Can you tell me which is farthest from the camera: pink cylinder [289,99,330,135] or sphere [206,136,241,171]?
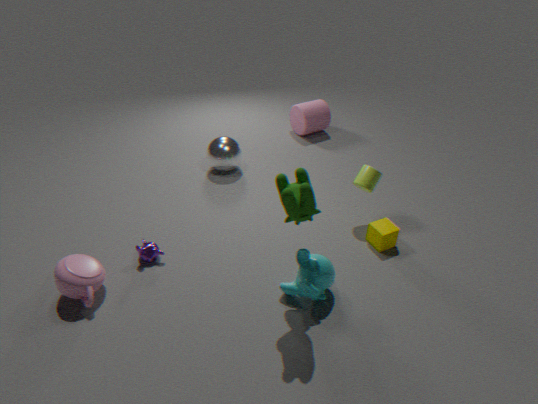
pink cylinder [289,99,330,135]
